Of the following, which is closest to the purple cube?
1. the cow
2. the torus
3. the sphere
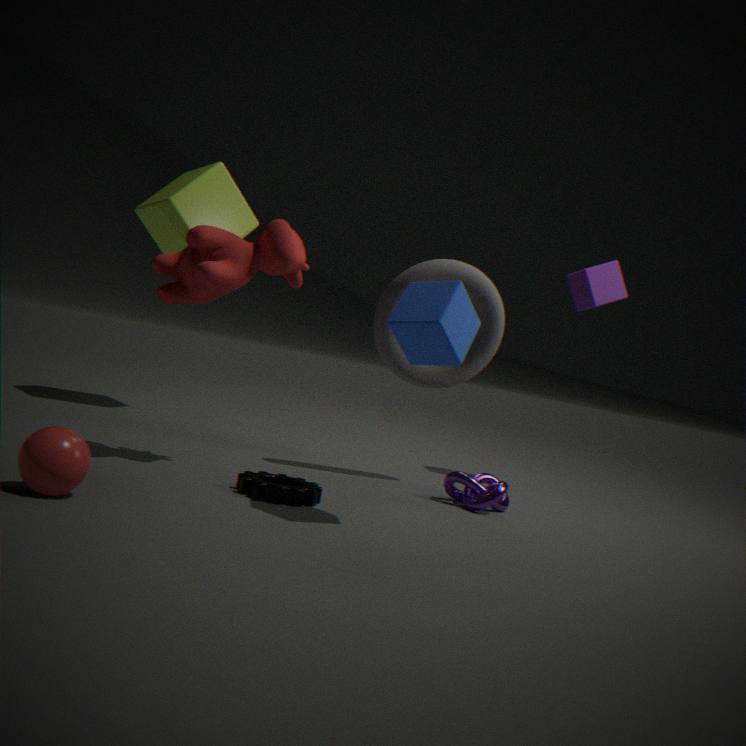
the torus
